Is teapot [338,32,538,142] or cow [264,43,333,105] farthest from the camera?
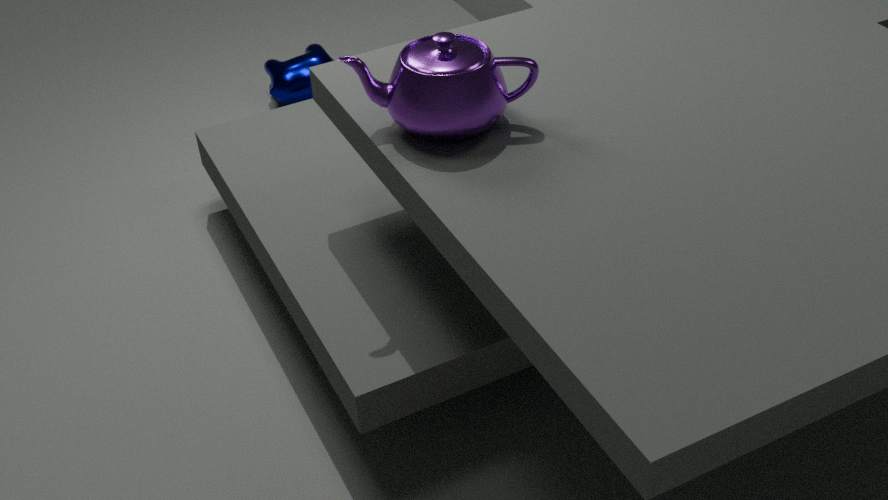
cow [264,43,333,105]
